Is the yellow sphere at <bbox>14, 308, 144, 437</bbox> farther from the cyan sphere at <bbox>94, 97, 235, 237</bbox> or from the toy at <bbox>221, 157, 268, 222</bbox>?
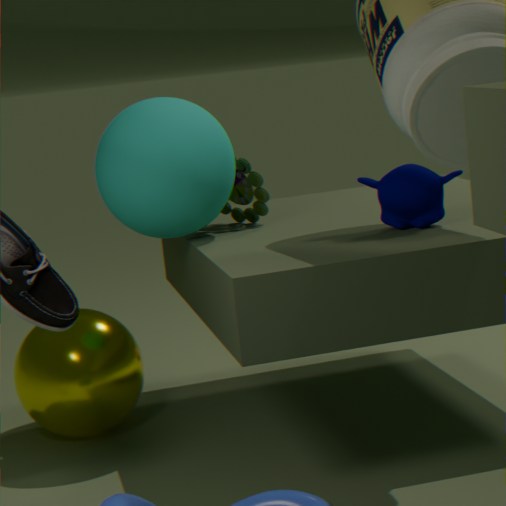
the toy at <bbox>221, 157, 268, 222</bbox>
